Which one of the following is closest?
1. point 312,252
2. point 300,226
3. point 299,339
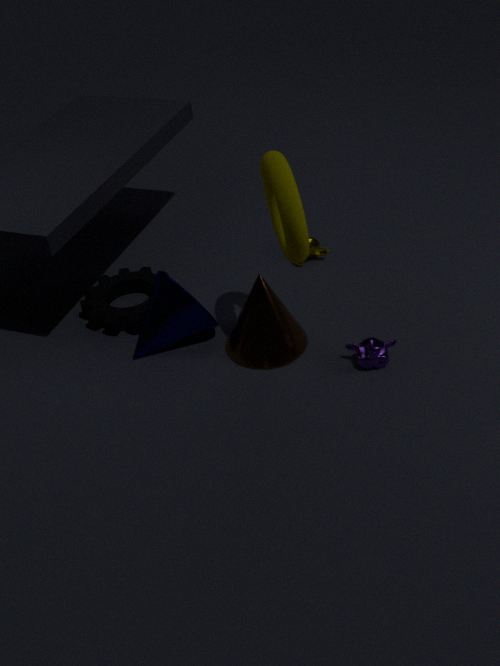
point 300,226
